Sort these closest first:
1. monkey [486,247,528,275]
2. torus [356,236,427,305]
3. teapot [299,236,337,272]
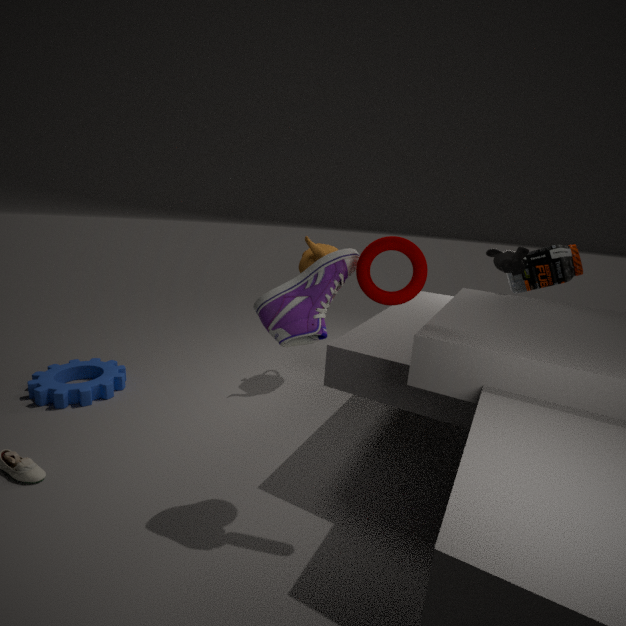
torus [356,236,427,305], monkey [486,247,528,275], teapot [299,236,337,272]
